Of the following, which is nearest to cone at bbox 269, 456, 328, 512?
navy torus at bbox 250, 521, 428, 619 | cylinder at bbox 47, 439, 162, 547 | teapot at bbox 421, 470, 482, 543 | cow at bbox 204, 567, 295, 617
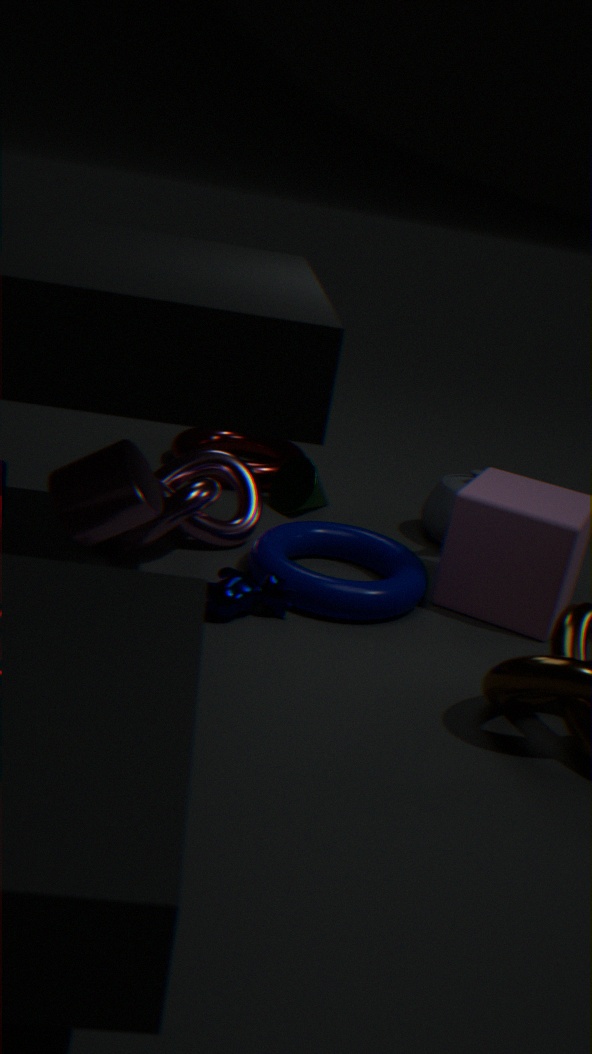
navy torus at bbox 250, 521, 428, 619
